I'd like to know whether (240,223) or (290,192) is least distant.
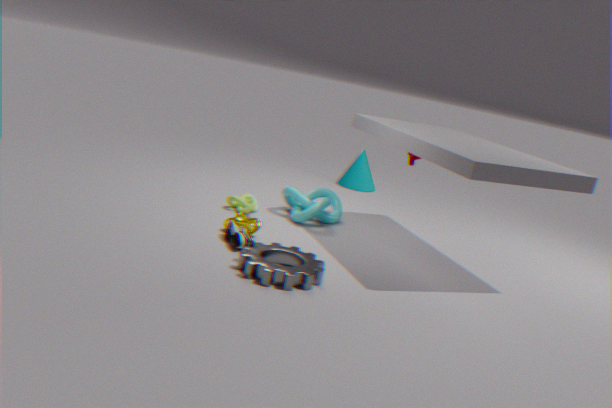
(240,223)
